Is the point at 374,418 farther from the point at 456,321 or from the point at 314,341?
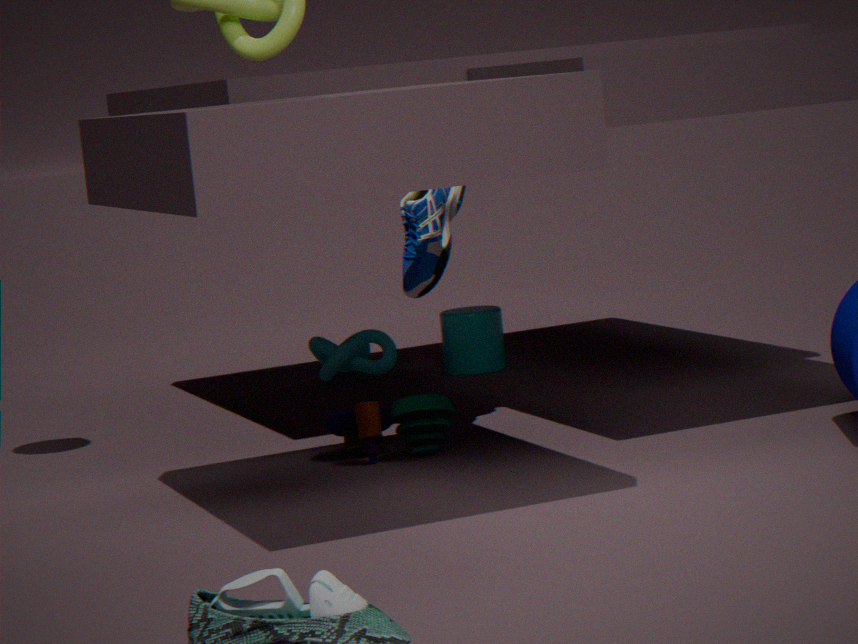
the point at 314,341
